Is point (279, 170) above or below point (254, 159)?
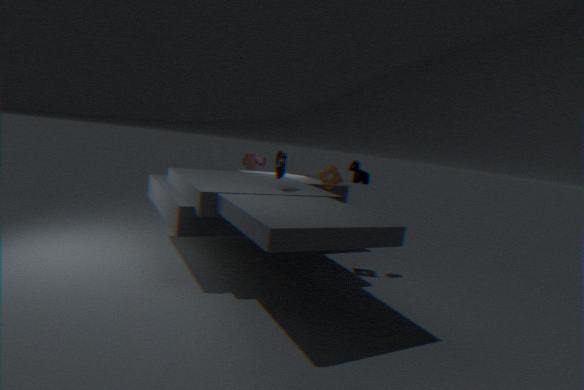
above
